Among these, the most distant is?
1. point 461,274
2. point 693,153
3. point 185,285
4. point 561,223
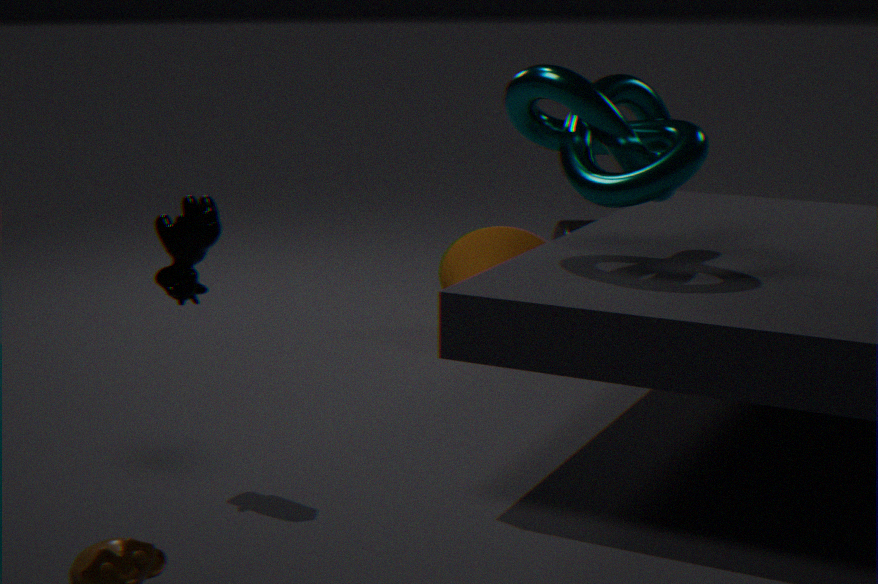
point 561,223
